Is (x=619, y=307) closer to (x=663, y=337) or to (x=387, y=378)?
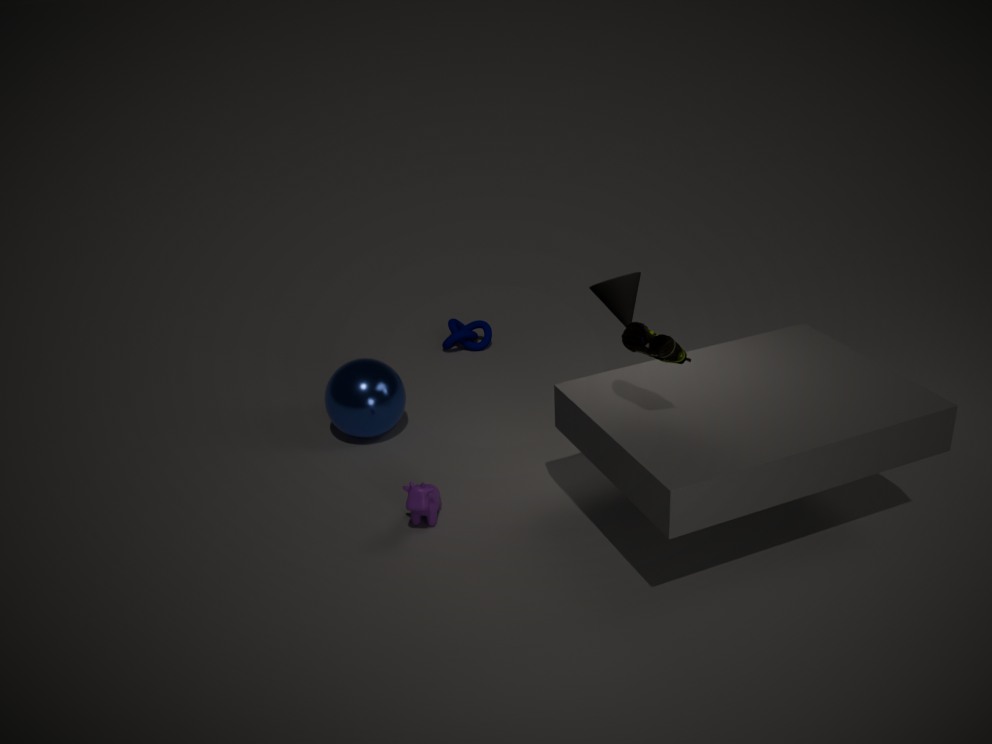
(x=663, y=337)
